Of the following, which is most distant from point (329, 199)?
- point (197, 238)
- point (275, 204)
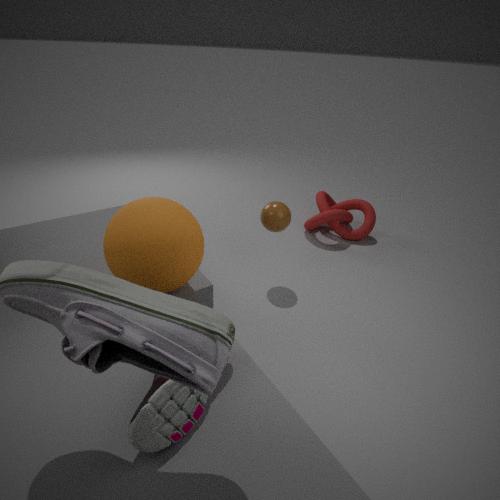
point (197, 238)
